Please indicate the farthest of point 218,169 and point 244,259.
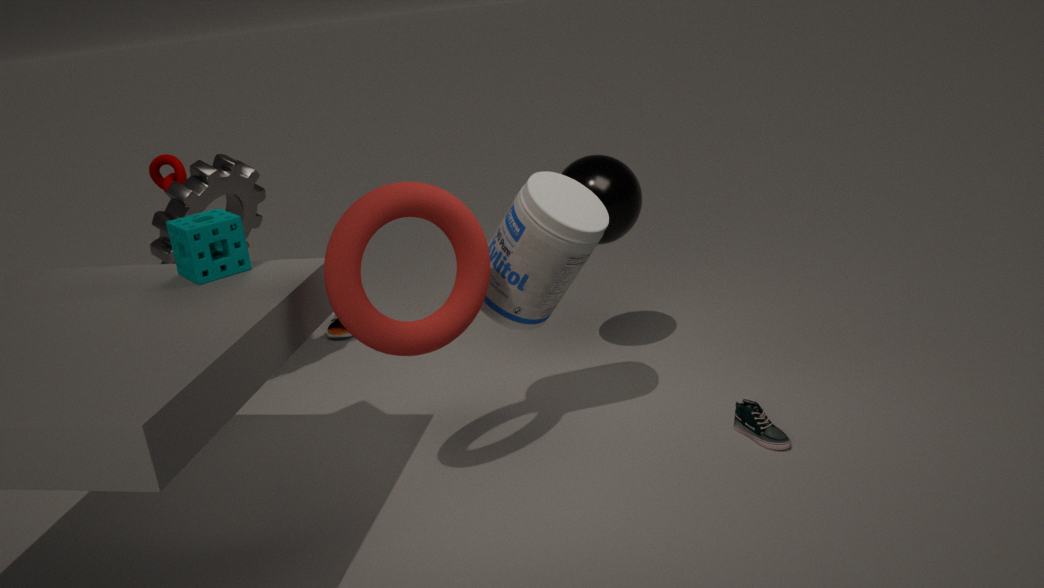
point 218,169
